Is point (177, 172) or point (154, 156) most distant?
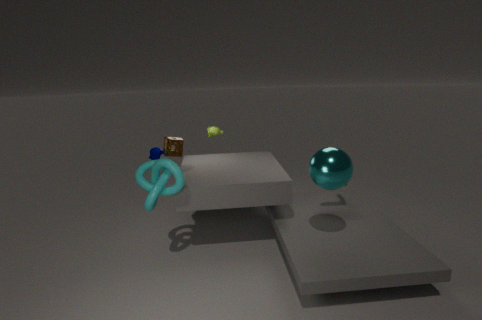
point (154, 156)
